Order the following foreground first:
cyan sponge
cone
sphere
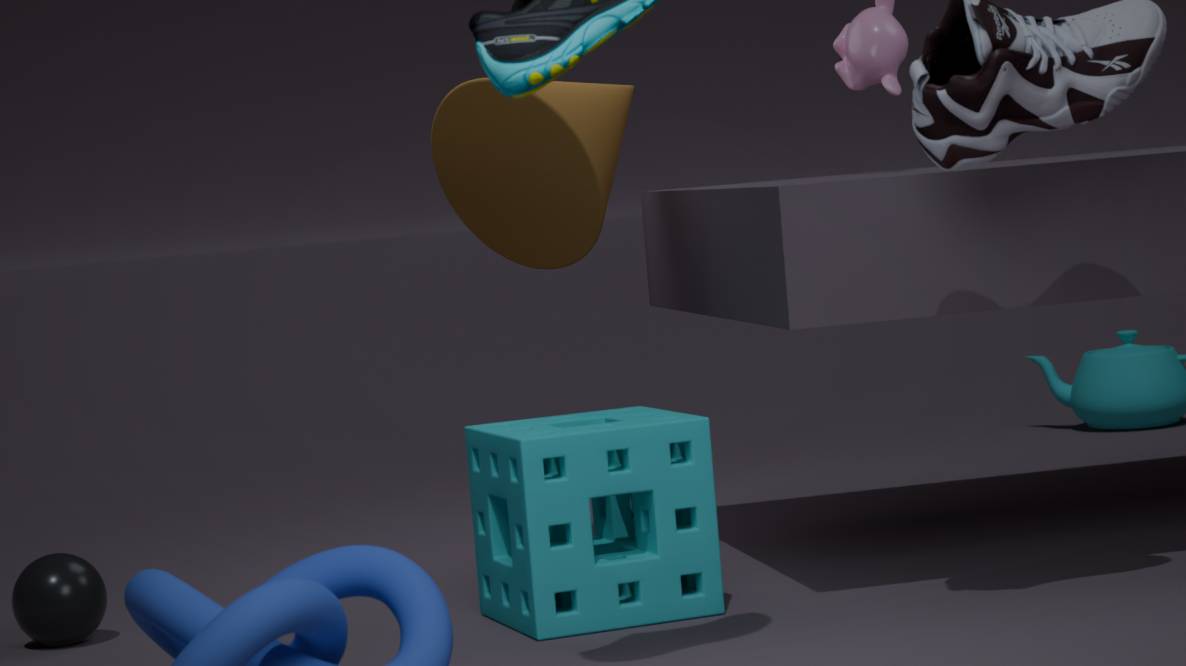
cyan sponge
sphere
cone
